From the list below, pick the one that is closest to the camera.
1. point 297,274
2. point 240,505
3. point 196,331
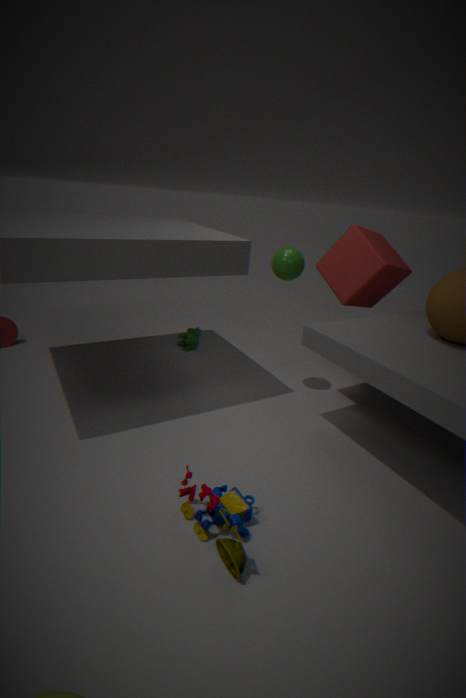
point 240,505
